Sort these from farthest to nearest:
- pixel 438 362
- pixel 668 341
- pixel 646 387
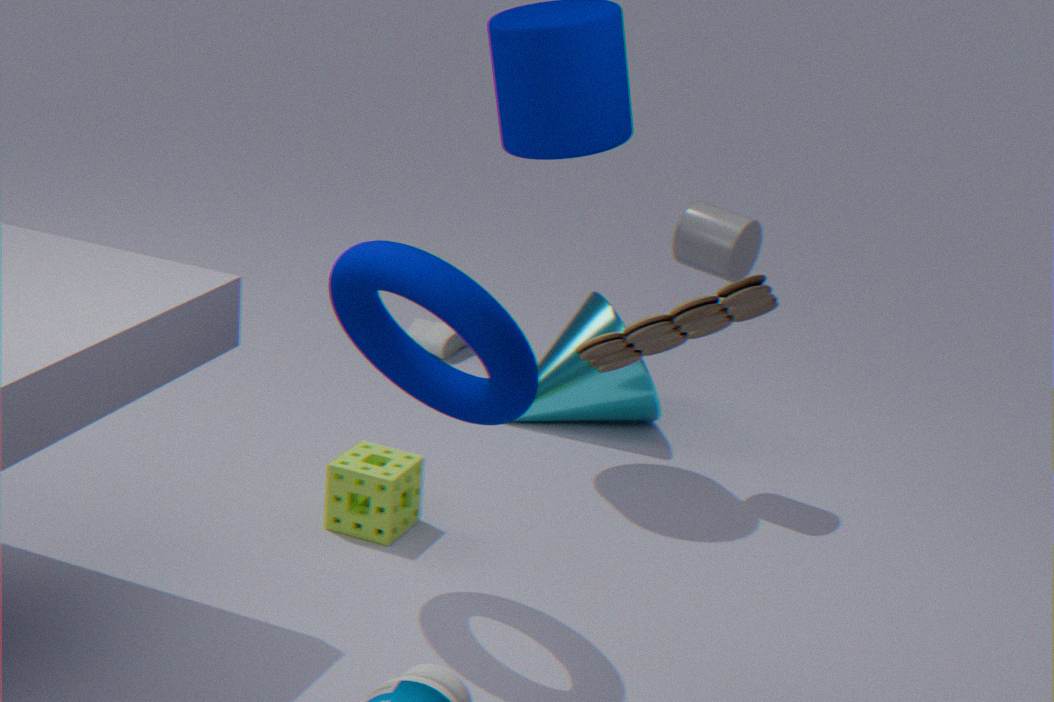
pixel 646 387, pixel 438 362, pixel 668 341
